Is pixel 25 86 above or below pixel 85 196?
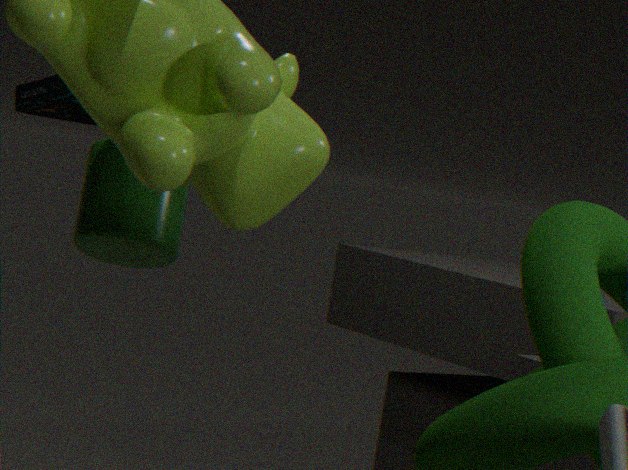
above
